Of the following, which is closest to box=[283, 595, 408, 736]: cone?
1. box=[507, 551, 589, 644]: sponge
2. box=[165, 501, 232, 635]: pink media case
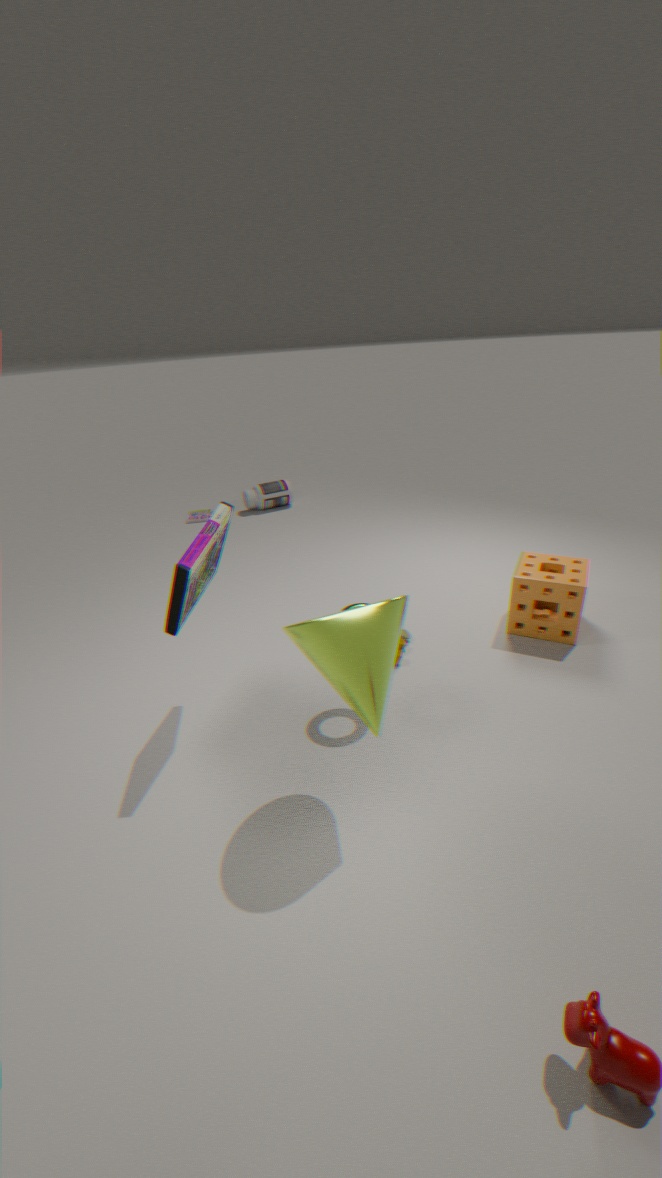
box=[165, 501, 232, 635]: pink media case
